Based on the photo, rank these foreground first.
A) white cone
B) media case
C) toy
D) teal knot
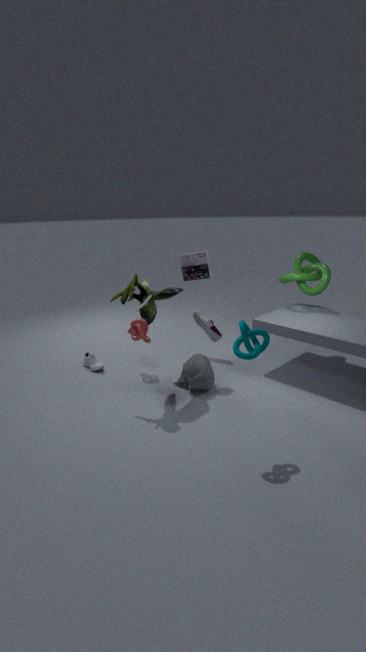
teal knot
toy
white cone
media case
